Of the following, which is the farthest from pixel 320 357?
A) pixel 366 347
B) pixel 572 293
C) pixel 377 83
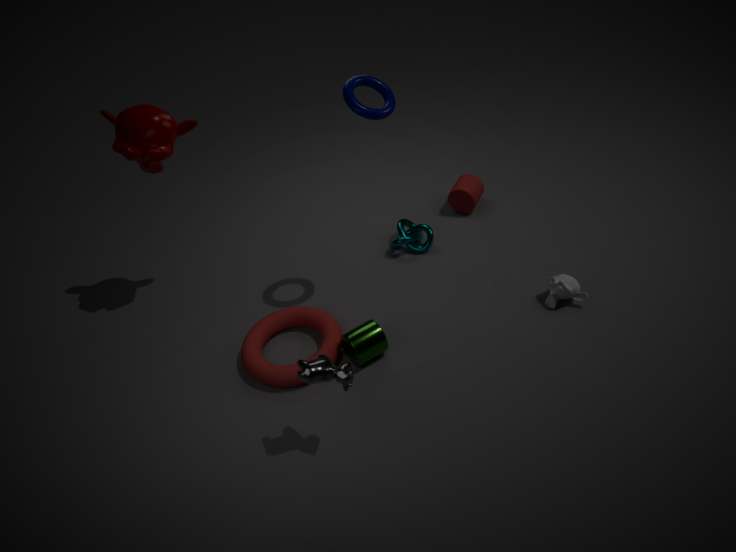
pixel 572 293
